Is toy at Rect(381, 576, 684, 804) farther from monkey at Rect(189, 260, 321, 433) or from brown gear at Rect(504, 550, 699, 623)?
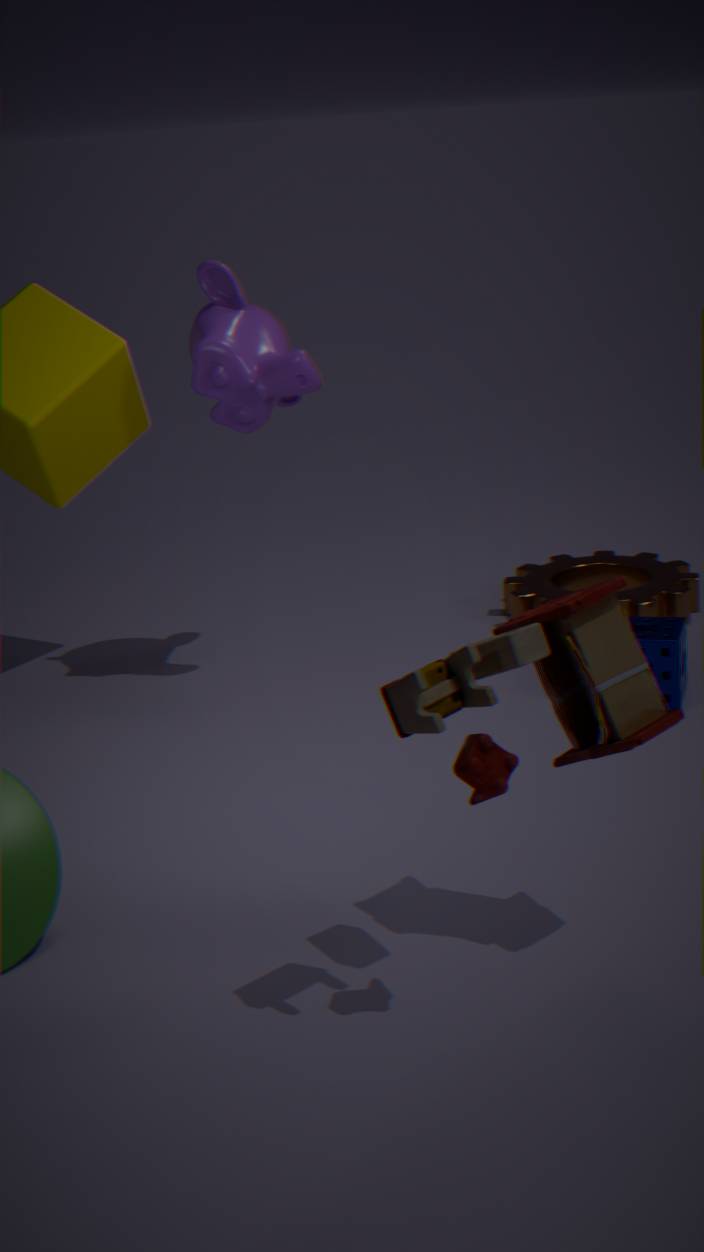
brown gear at Rect(504, 550, 699, 623)
